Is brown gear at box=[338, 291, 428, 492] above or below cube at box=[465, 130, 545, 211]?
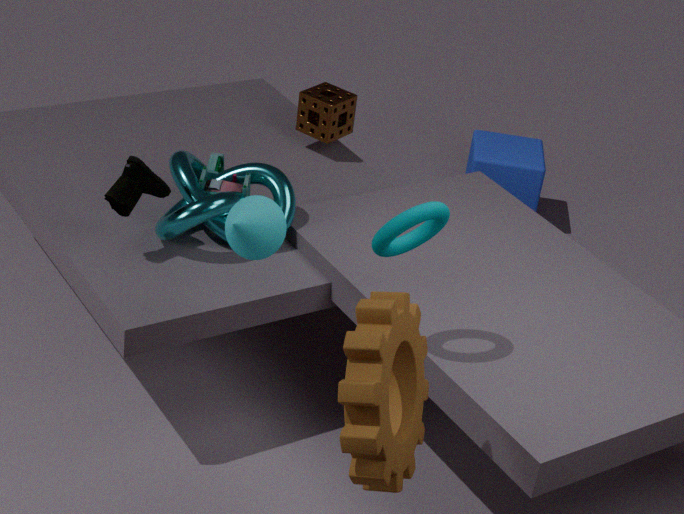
above
